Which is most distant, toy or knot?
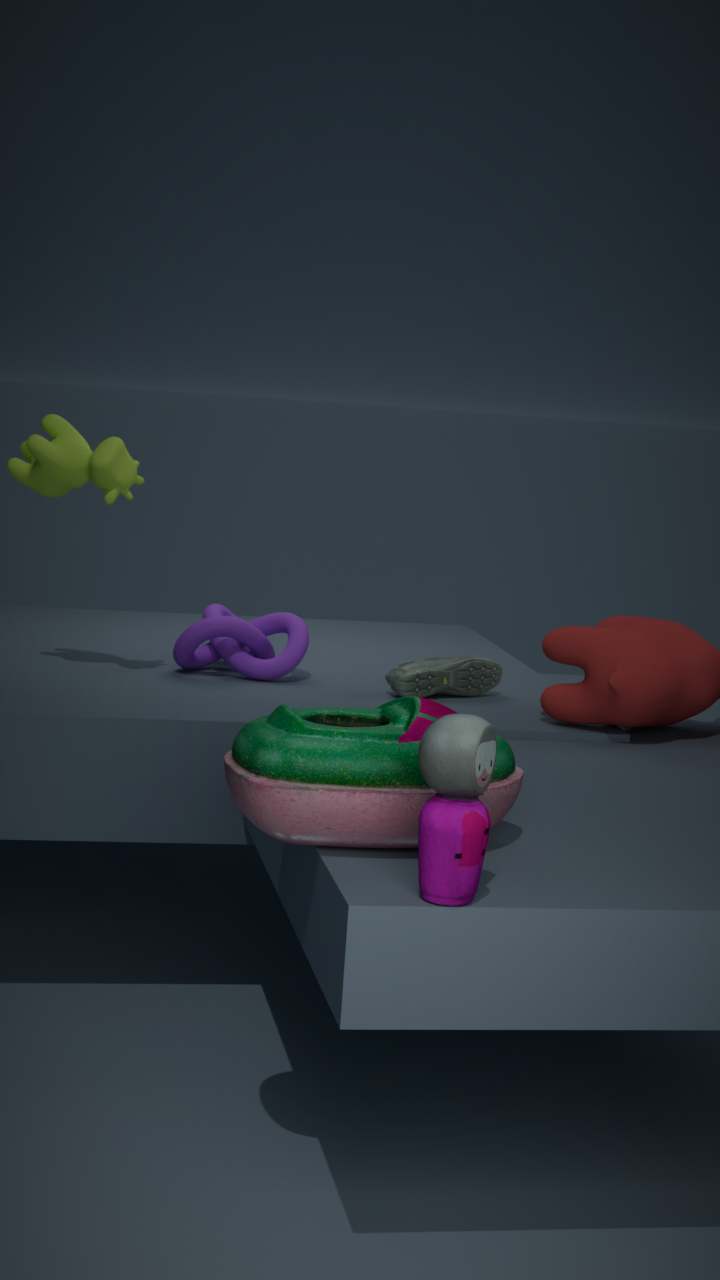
knot
